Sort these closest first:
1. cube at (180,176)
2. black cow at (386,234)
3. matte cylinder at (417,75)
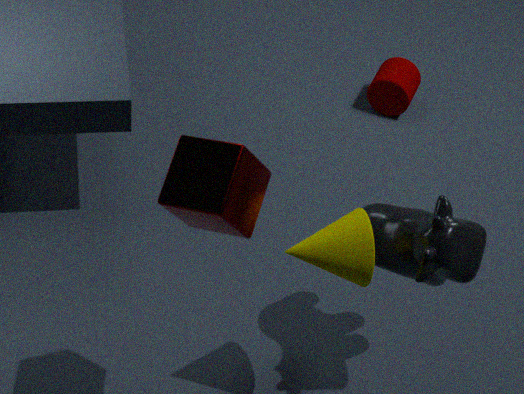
cube at (180,176)
black cow at (386,234)
matte cylinder at (417,75)
